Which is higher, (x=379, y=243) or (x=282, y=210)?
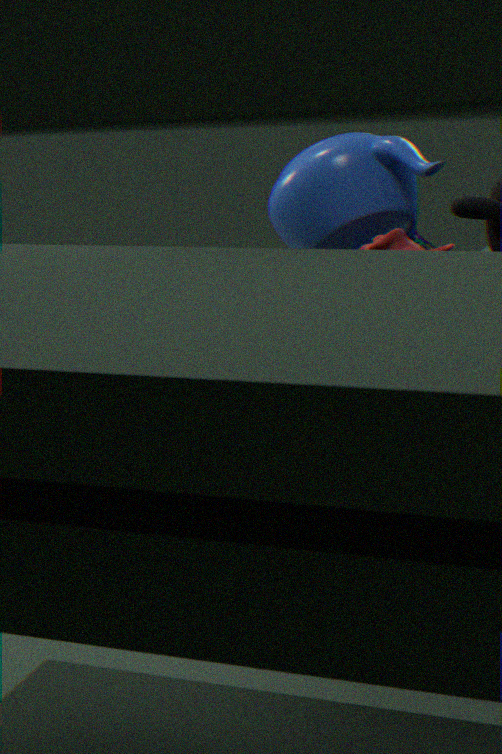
(x=282, y=210)
